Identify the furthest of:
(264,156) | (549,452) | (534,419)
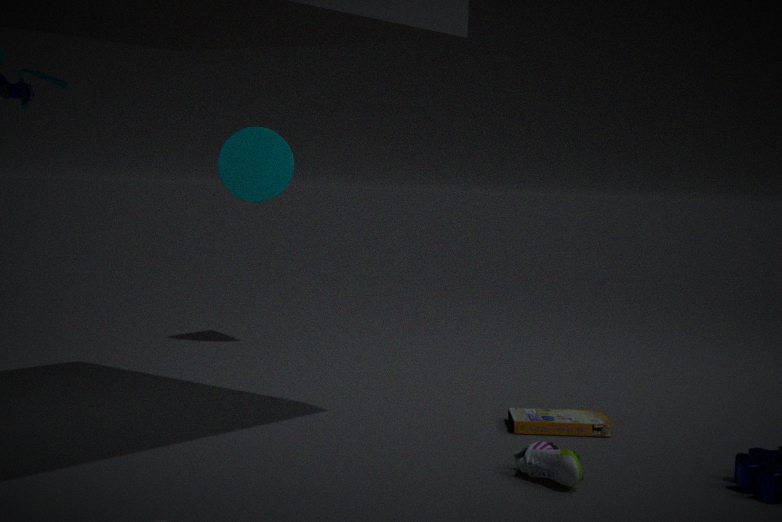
(264,156)
